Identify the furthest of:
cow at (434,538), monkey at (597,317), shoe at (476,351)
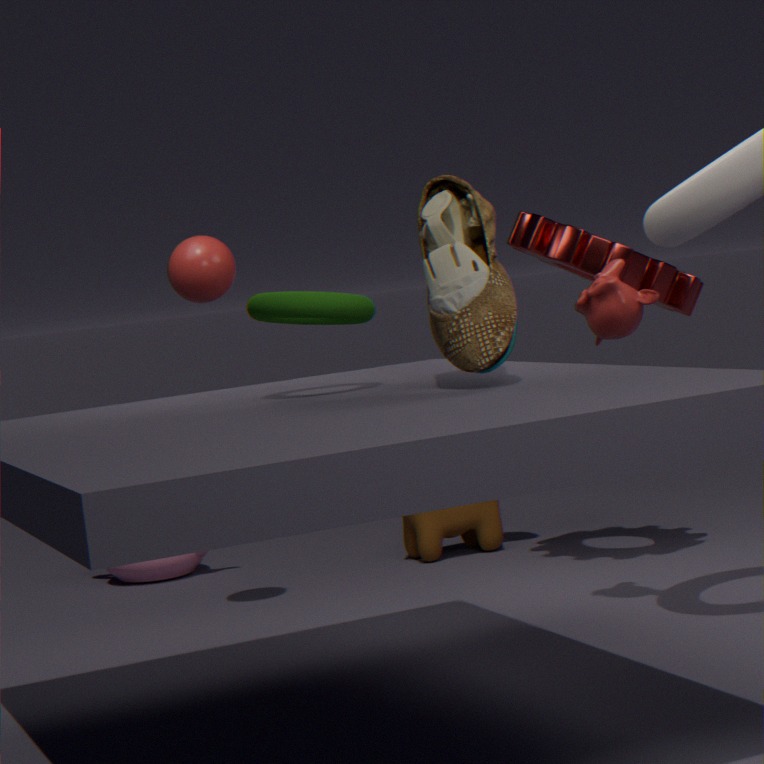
cow at (434,538)
